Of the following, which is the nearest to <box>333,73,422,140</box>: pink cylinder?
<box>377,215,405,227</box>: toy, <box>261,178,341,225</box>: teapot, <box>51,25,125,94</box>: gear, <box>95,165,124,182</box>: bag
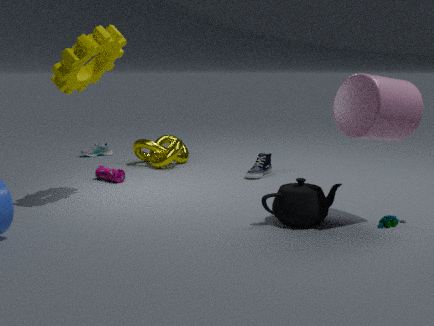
<box>261,178,341,225</box>: teapot
